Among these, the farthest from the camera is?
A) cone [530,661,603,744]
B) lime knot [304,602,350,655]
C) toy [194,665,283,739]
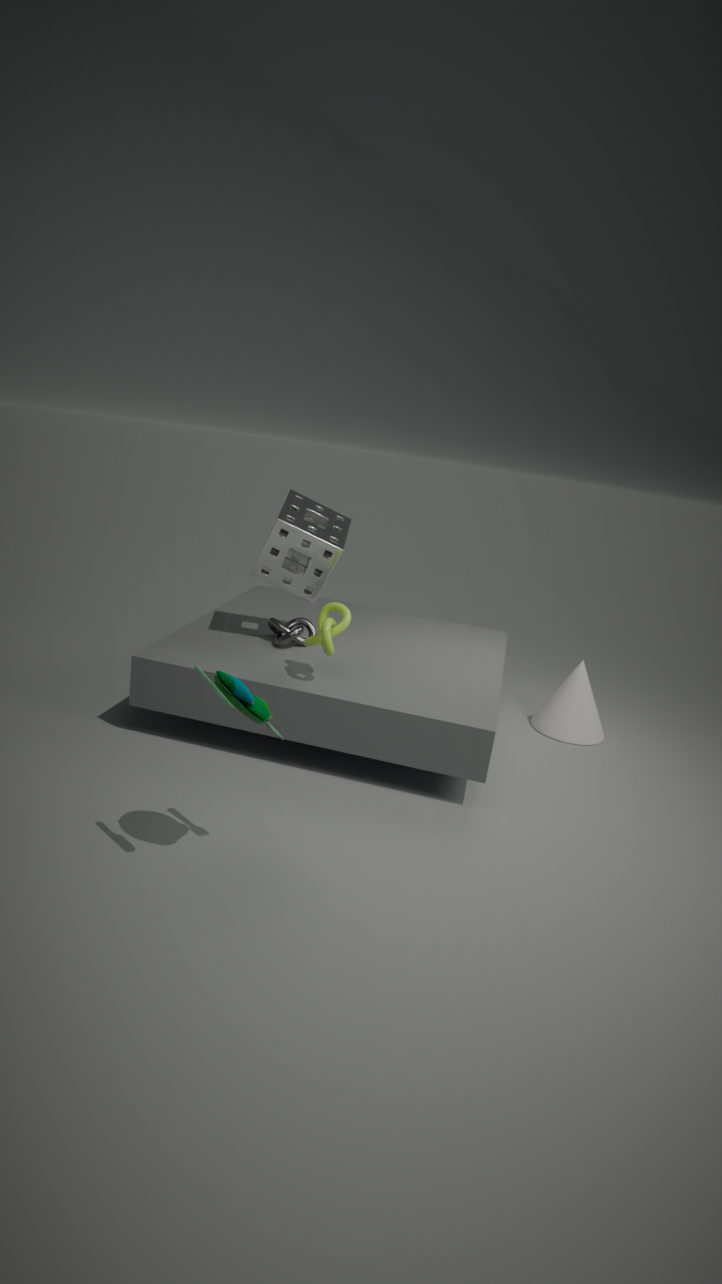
cone [530,661,603,744]
